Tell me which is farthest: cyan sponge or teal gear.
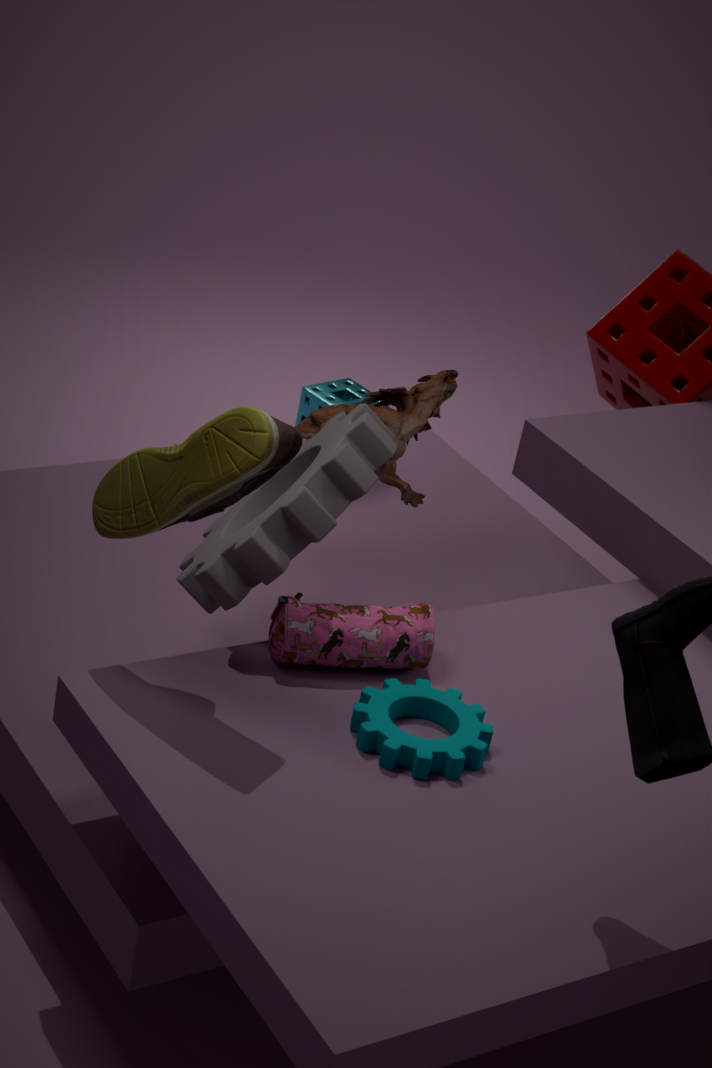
cyan sponge
